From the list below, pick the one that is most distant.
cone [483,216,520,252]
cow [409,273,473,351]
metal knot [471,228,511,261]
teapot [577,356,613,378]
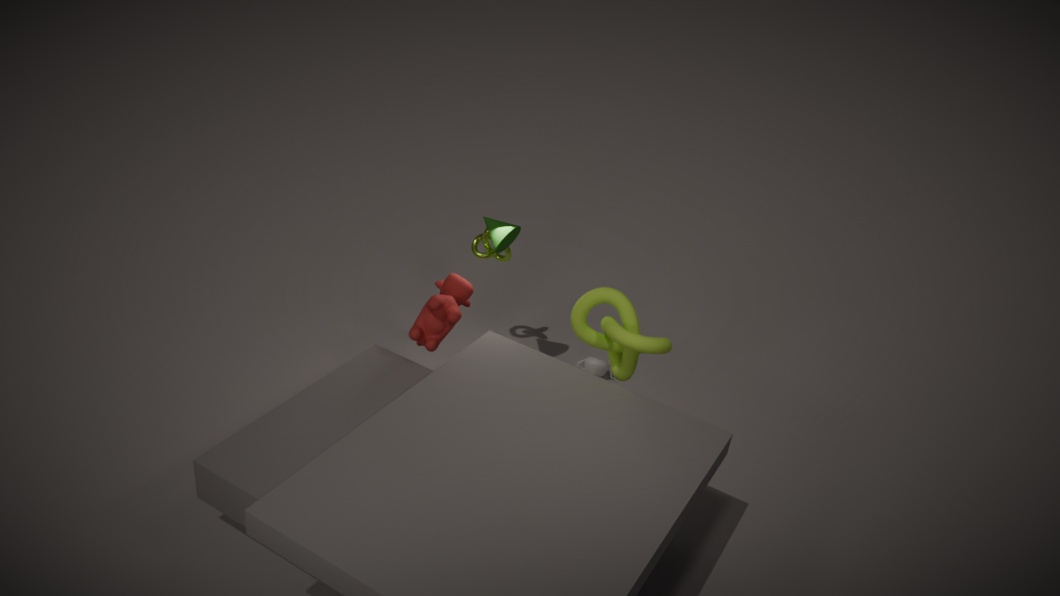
teapot [577,356,613,378]
